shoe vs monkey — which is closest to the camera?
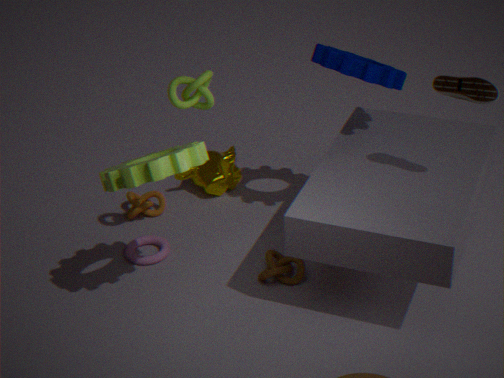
shoe
